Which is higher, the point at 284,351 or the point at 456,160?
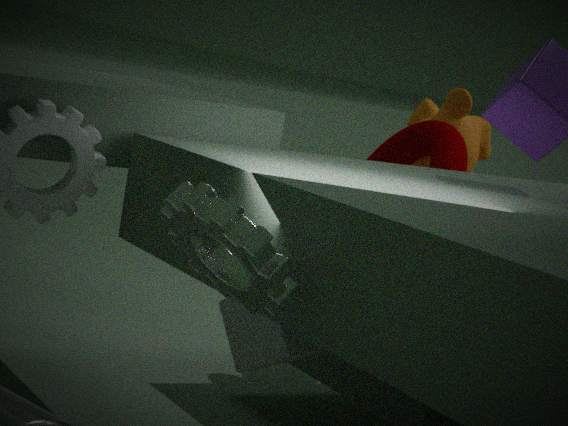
the point at 456,160
